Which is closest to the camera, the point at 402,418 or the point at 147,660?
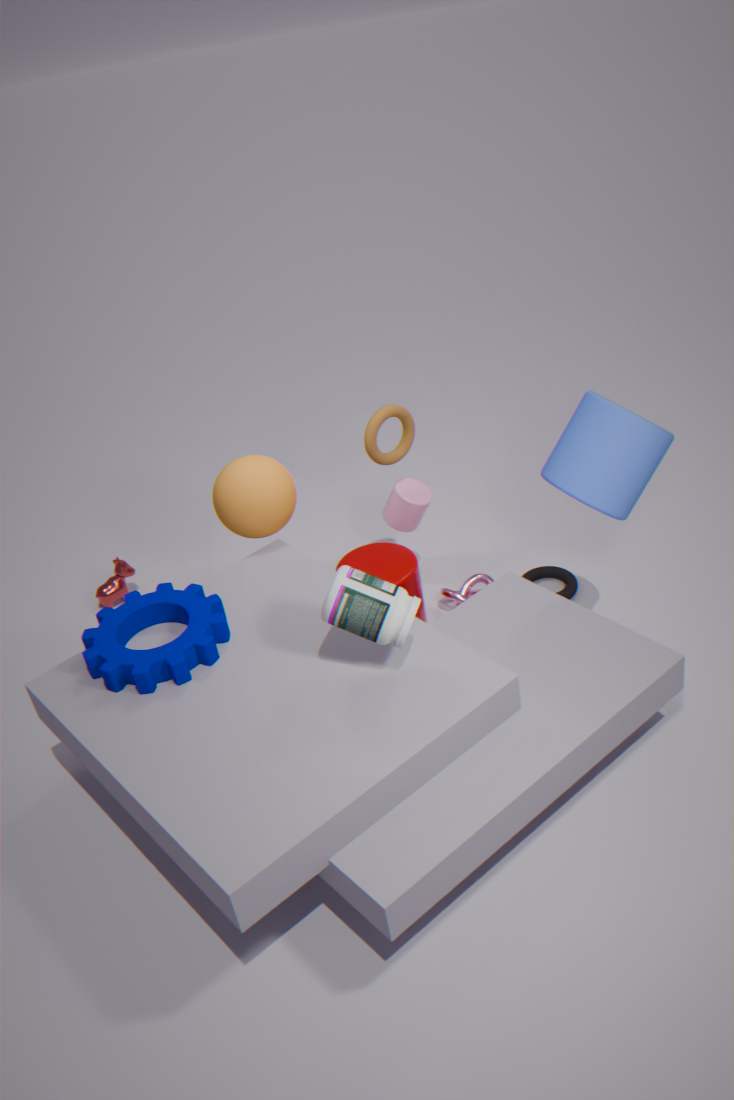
the point at 147,660
